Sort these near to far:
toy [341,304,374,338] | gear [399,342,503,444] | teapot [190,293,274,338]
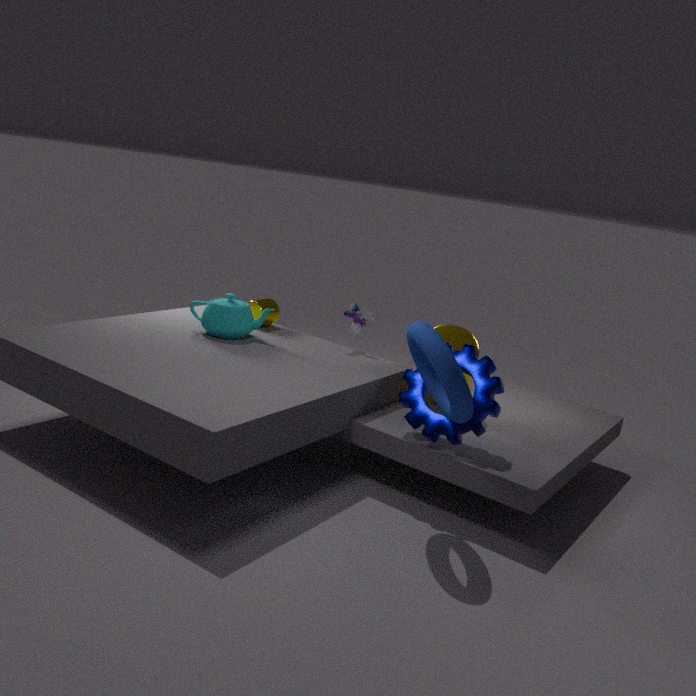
1. gear [399,342,503,444]
2. teapot [190,293,274,338]
3. toy [341,304,374,338]
